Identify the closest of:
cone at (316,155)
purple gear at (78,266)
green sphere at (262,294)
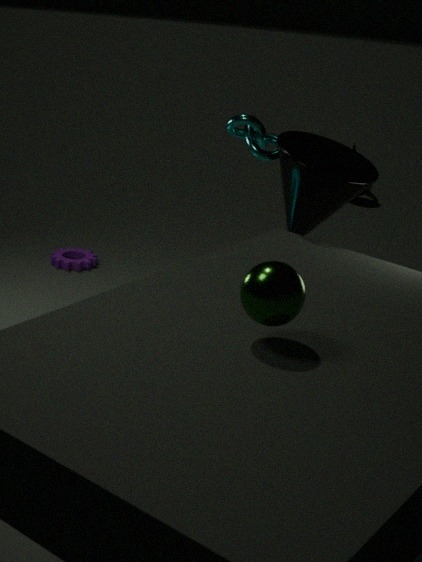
green sphere at (262,294)
